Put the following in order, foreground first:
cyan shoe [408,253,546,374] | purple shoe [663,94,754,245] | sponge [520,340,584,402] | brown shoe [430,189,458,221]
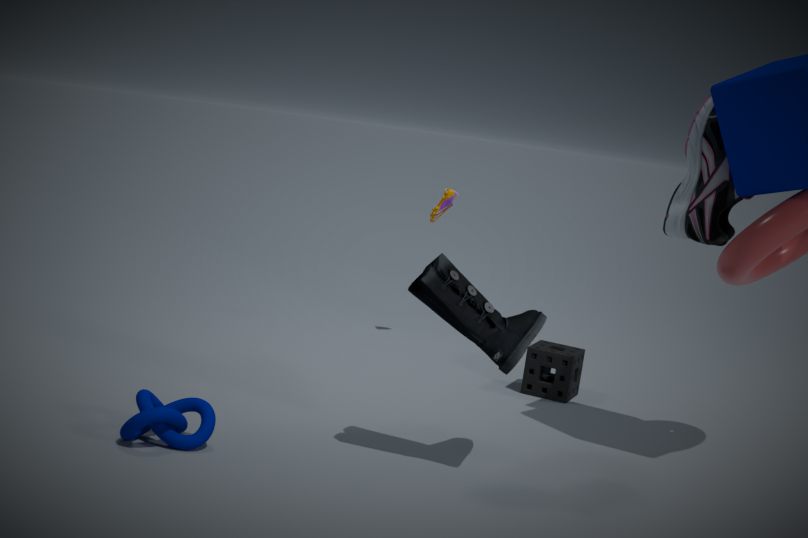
cyan shoe [408,253,546,374], purple shoe [663,94,754,245], sponge [520,340,584,402], brown shoe [430,189,458,221]
